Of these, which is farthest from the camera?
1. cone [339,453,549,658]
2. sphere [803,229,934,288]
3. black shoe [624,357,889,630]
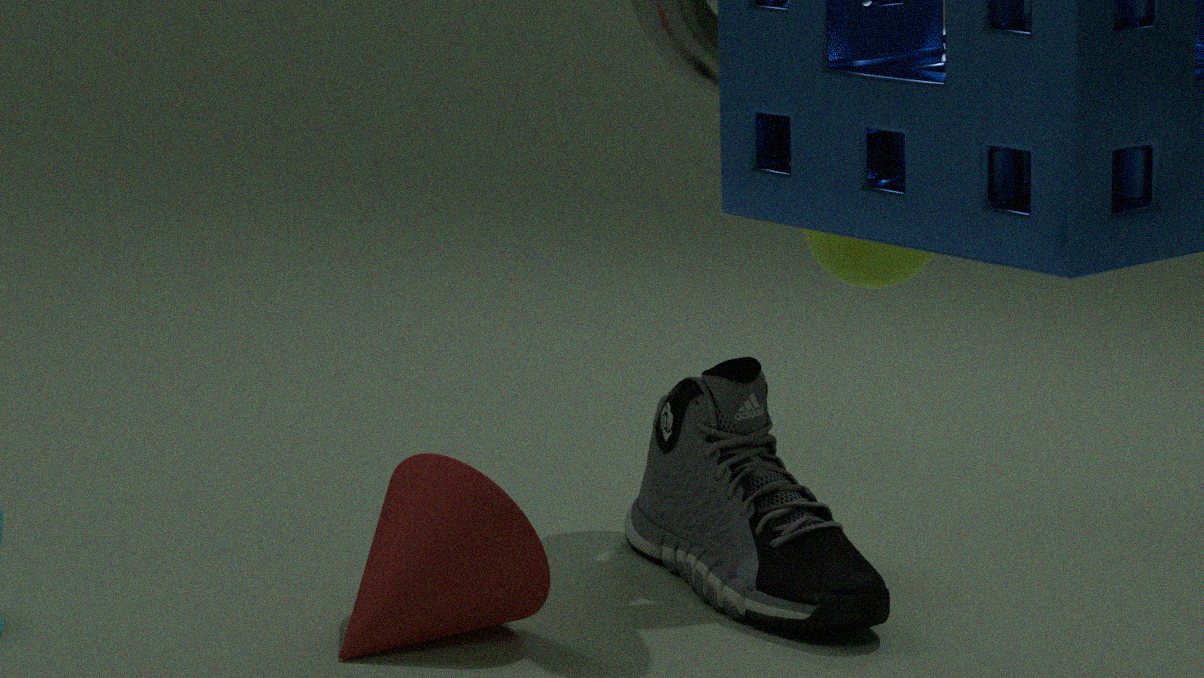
sphere [803,229,934,288]
